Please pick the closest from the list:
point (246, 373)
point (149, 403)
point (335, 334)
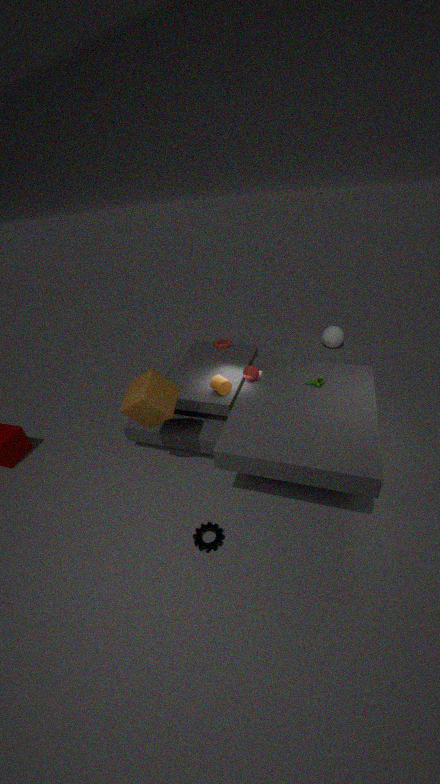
point (149, 403)
